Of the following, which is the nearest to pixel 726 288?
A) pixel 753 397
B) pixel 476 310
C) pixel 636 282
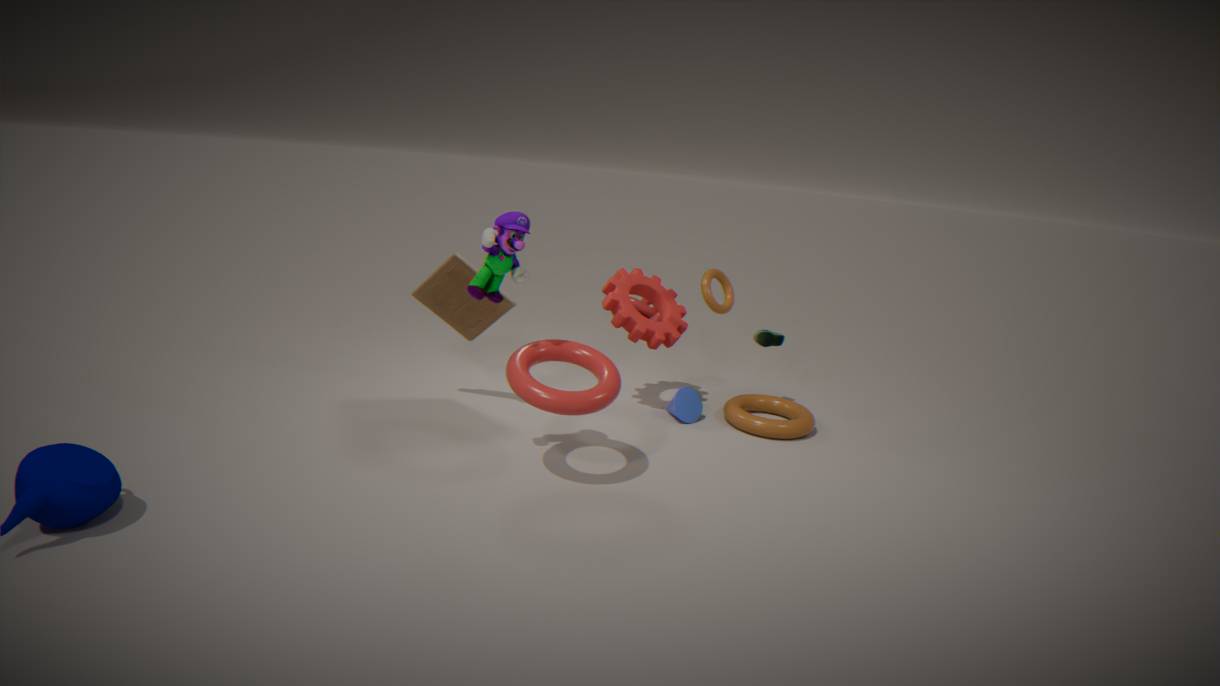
pixel 636 282
